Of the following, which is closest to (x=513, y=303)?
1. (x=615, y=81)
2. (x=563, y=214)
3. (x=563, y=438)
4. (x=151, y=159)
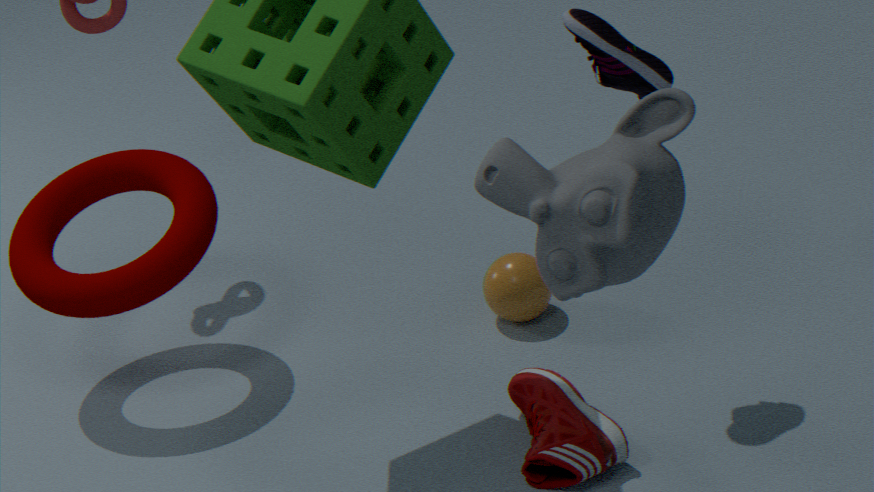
(x=563, y=438)
